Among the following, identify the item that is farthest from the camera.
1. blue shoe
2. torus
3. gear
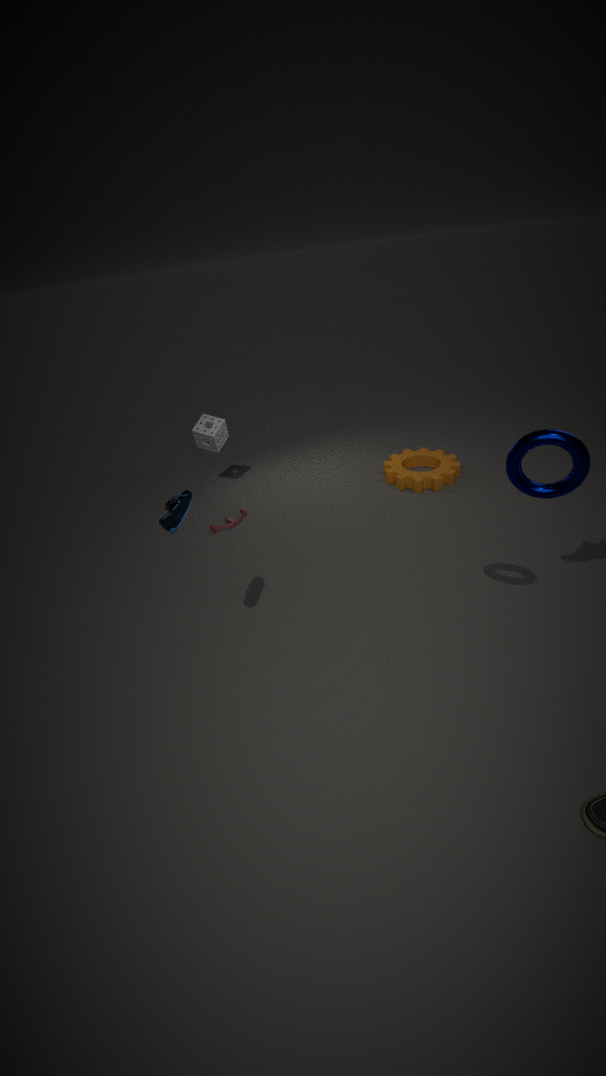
gear
